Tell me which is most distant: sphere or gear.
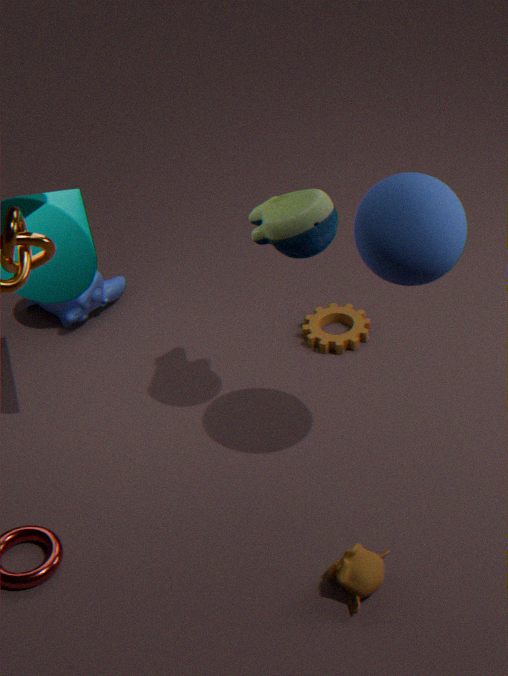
gear
